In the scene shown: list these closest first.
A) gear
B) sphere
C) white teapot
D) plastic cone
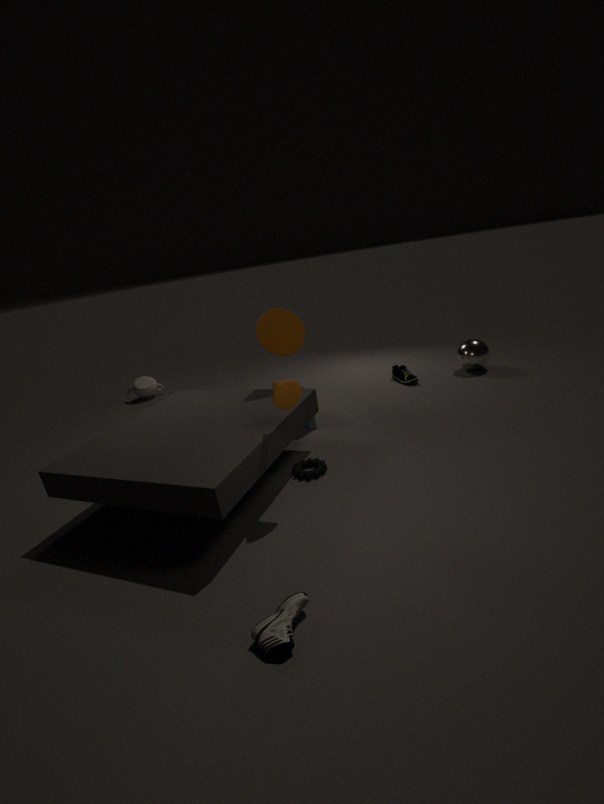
plastic cone < gear < sphere < white teapot
